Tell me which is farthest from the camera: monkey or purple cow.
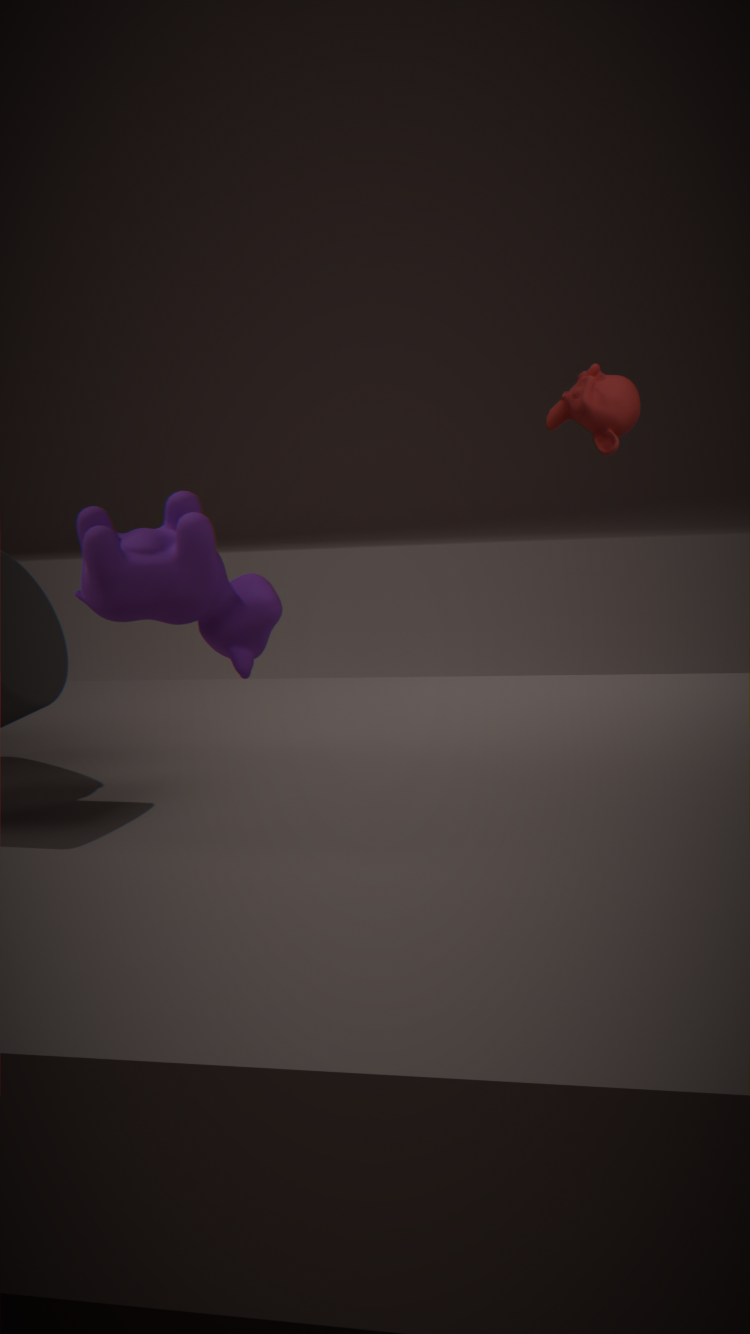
purple cow
